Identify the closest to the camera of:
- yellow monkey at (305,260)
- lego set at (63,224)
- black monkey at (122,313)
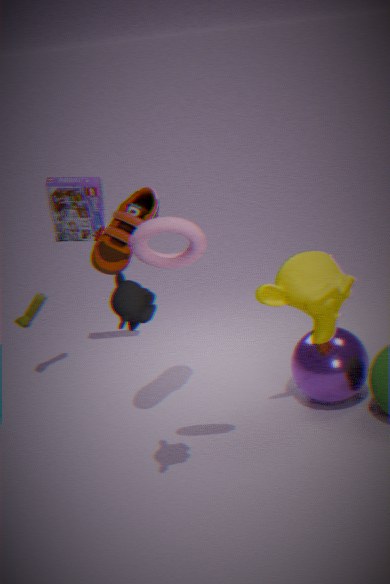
black monkey at (122,313)
